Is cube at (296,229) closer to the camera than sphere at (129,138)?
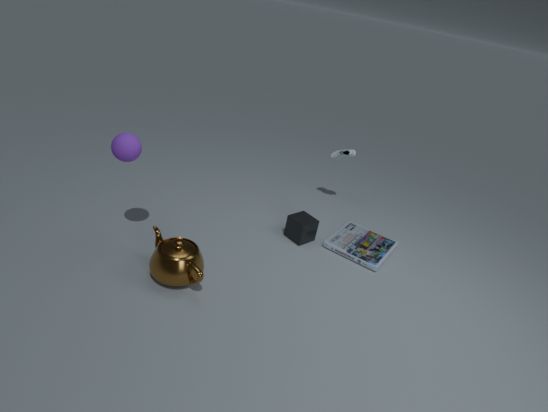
No
